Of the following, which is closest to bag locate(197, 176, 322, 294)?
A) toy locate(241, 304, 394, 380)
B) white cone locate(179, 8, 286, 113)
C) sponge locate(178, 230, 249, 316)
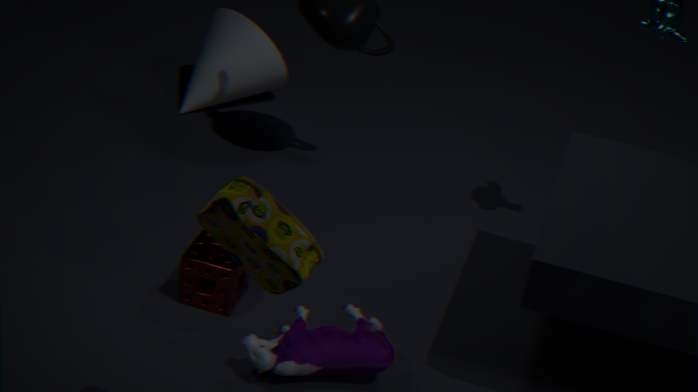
toy locate(241, 304, 394, 380)
